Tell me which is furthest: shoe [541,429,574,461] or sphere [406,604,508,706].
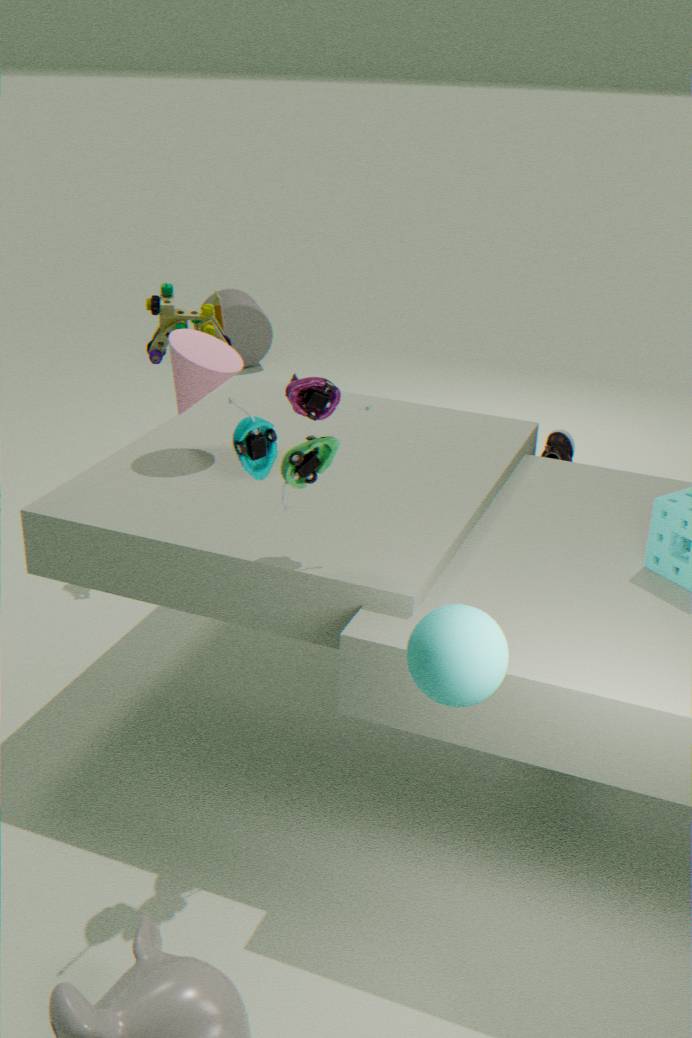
shoe [541,429,574,461]
